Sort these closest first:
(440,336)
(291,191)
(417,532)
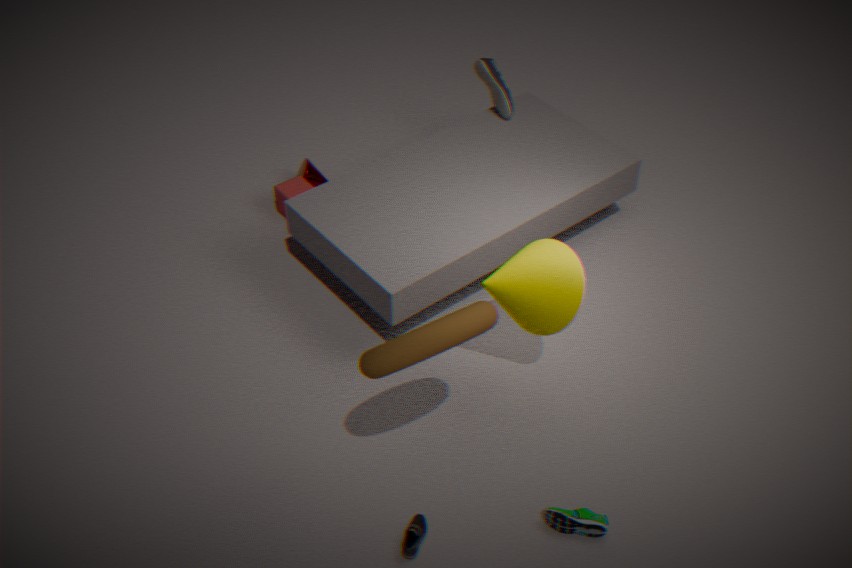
(440,336)
(417,532)
(291,191)
